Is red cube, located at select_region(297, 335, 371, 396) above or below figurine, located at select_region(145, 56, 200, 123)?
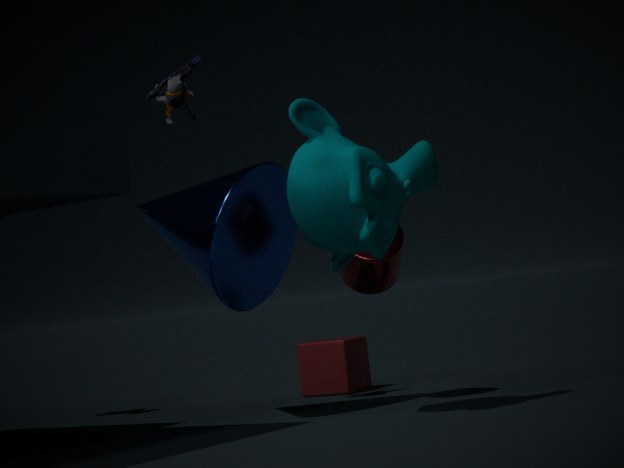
below
